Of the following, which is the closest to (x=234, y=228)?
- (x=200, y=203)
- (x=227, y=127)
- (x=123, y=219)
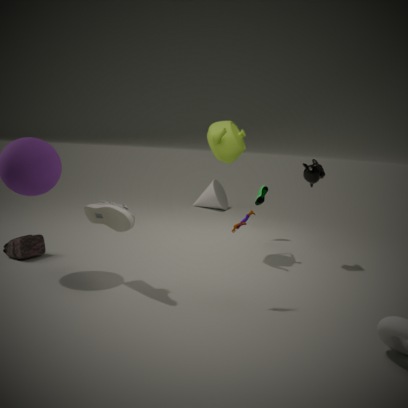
(x=123, y=219)
